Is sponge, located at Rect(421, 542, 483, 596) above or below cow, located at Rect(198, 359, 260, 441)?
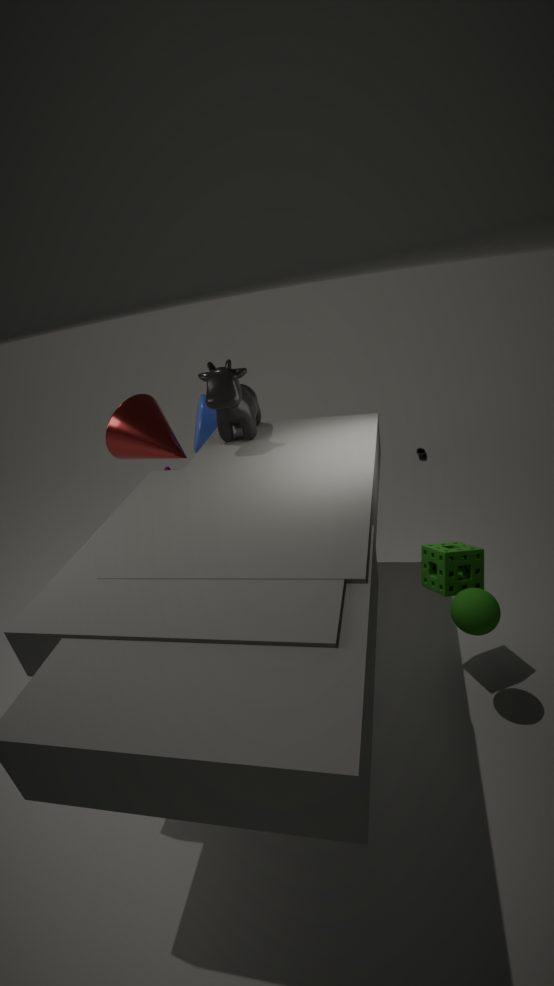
below
